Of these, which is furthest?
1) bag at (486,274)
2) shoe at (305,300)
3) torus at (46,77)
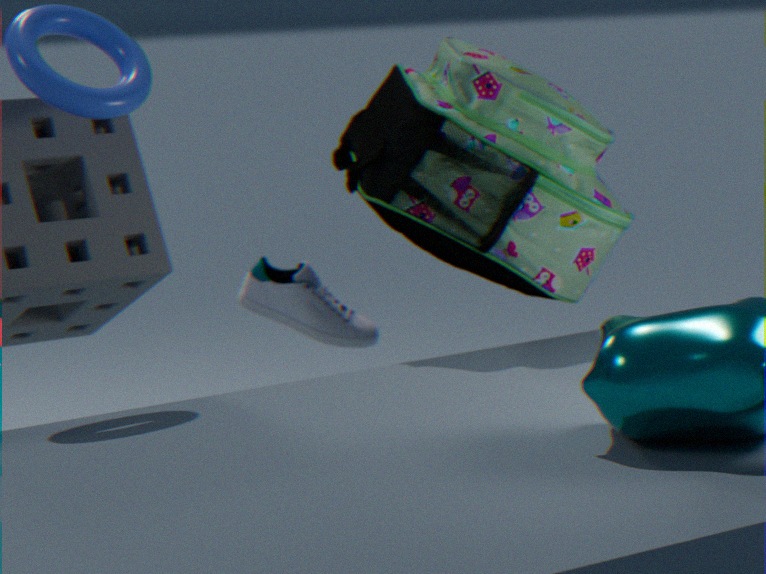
2. shoe at (305,300)
